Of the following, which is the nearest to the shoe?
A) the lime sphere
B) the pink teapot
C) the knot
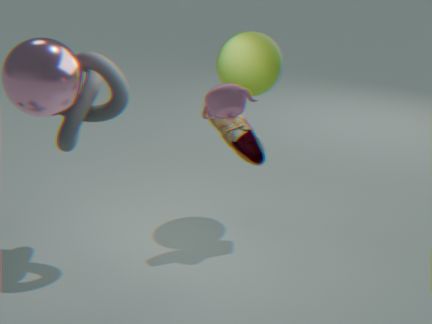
the lime sphere
